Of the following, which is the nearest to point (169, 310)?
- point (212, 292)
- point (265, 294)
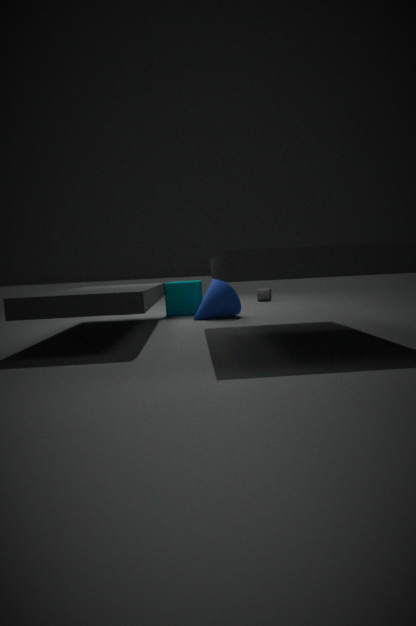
point (212, 292)
